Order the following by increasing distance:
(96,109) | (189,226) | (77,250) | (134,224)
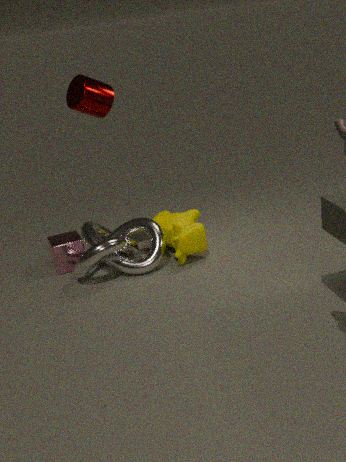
(96,109), (189,226), (134,224), (77,250)
